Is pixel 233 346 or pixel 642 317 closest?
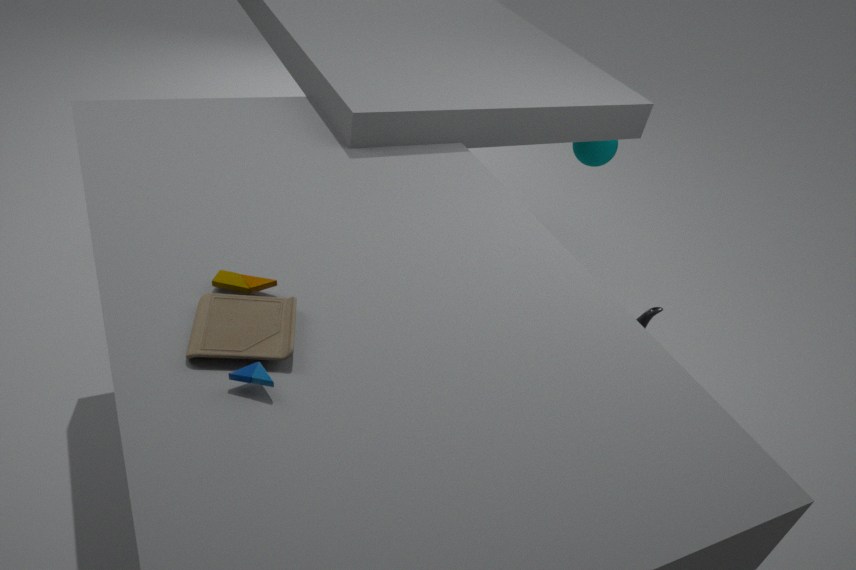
pixel 233 346
